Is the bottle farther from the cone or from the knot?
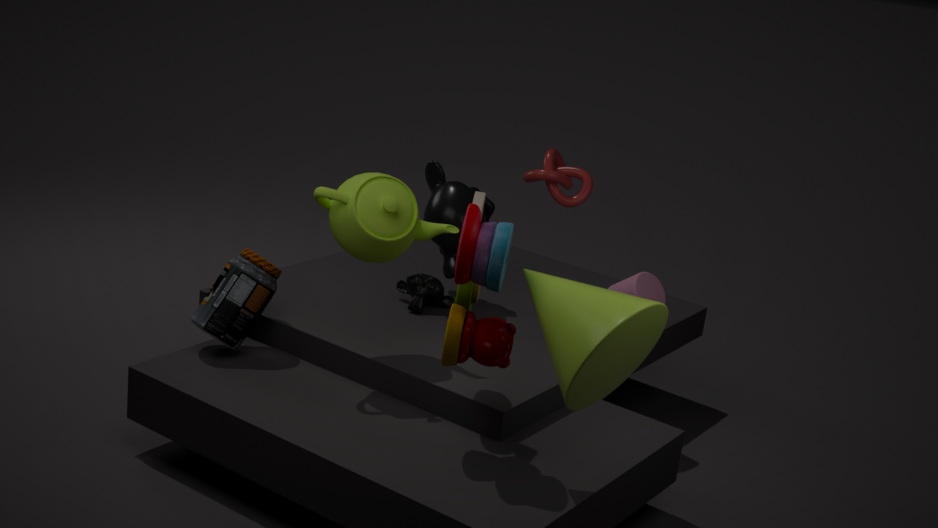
the cone
